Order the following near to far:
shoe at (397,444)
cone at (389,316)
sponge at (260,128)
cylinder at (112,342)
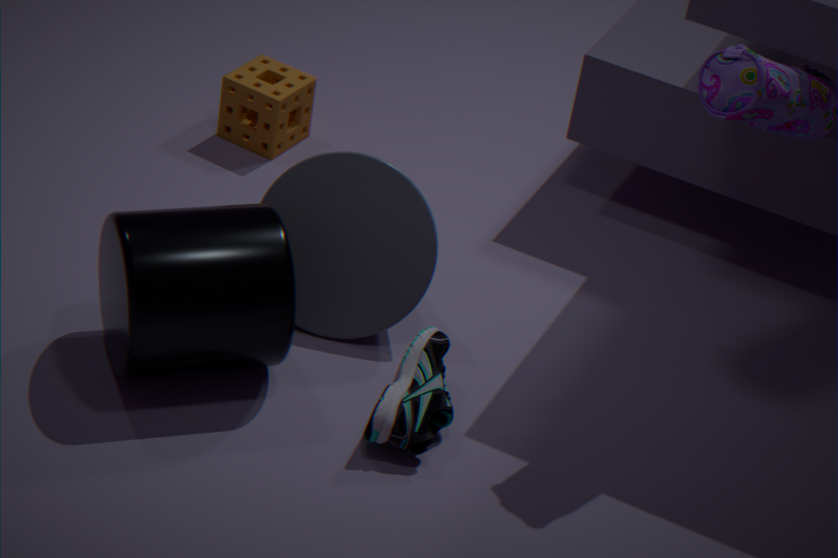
cylinder at (112,342) < shoe at (397,444) < cone at (389,316) < sponge at (260,128)
